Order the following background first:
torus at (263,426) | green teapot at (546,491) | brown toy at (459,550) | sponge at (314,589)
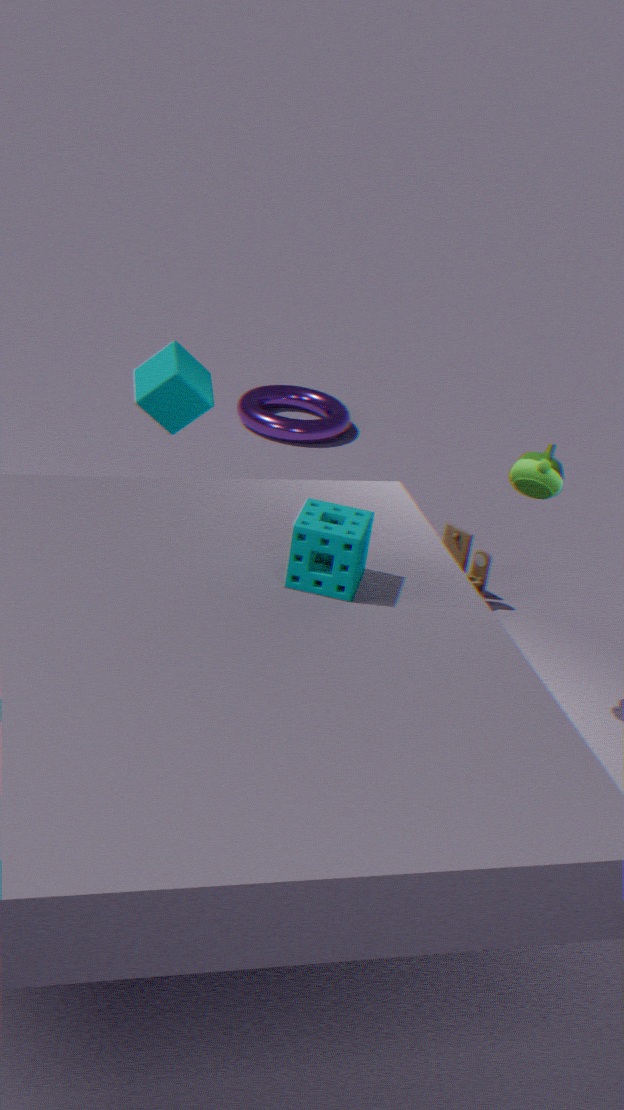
torus at (263,426), brown toy at (459,550), green teapot at (546,491), sponge at (314,589)
